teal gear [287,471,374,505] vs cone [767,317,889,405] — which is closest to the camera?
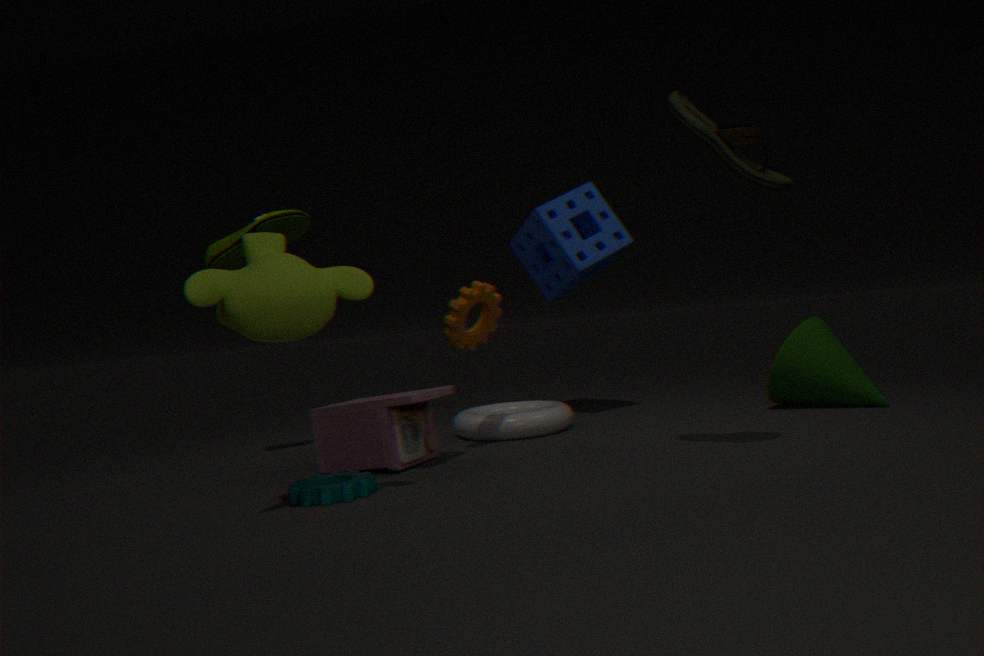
teal gear [287,471,374,505]
